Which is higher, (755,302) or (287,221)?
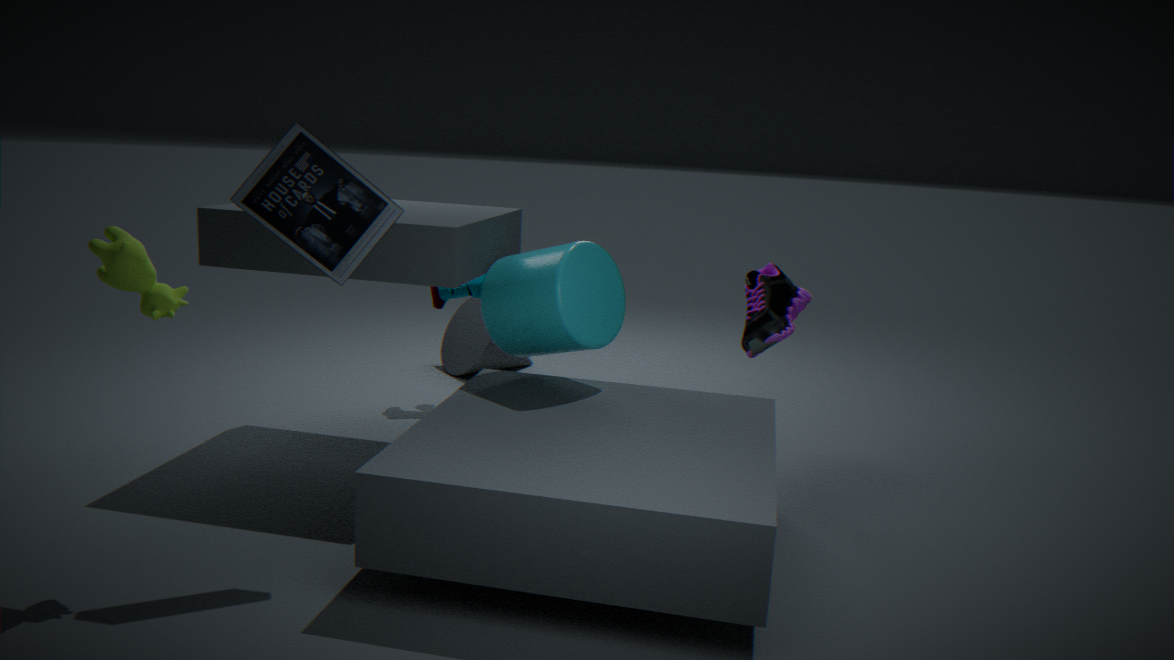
(287,221)
